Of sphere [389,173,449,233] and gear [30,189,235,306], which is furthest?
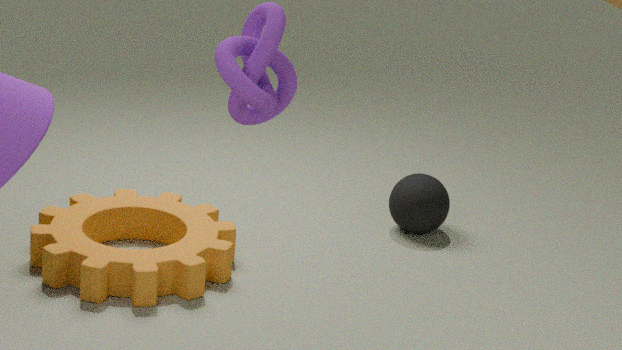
sphere [389,173,449,233]
